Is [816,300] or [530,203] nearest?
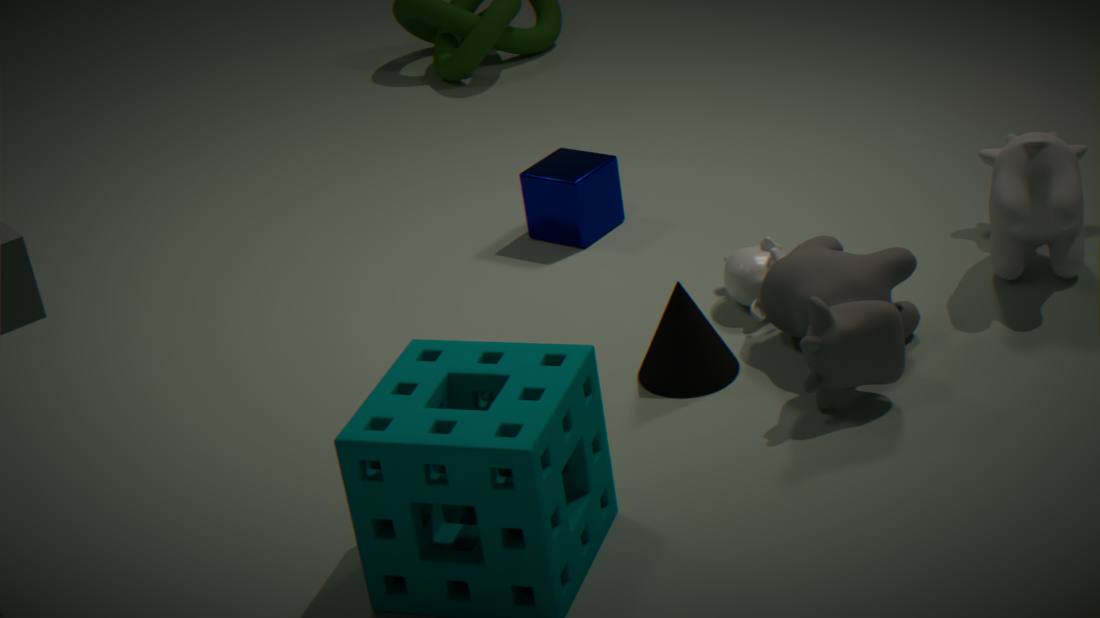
[816,300]
